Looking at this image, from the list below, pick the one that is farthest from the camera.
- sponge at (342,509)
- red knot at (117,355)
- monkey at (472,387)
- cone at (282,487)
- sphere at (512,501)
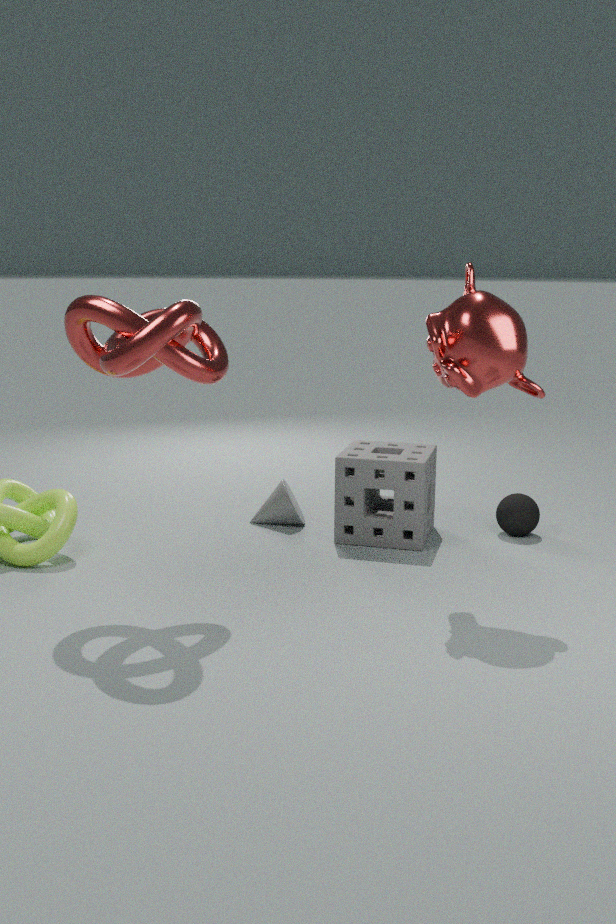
cone at (282,487)
